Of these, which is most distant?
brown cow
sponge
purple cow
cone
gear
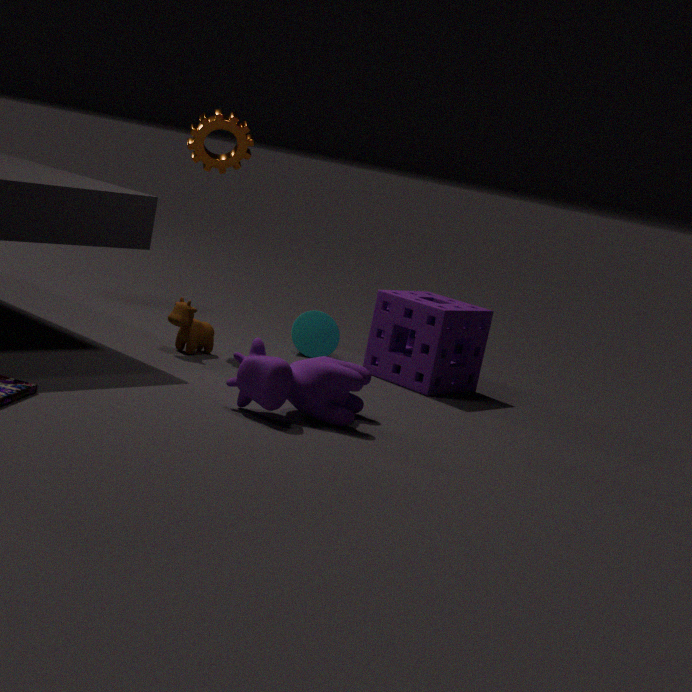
cone
